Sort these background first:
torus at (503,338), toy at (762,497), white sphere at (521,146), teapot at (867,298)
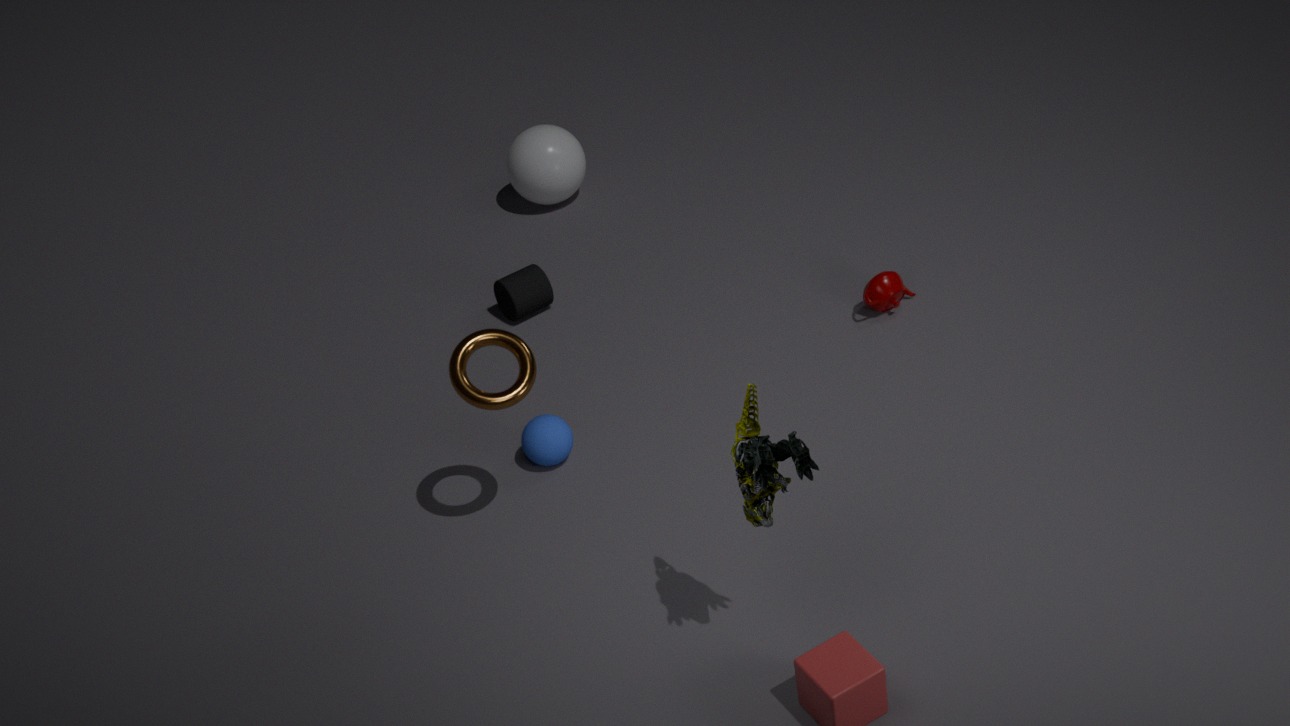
white sphere at (521,146) < teapot at (867,298) < torus at (503,338) < toy at (762,497)
